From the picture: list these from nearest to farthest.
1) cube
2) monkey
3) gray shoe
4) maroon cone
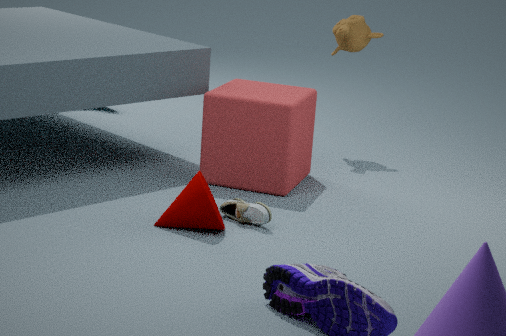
1. 4. maroon cone
2. 3. gray shoe
3. 1. cube
4. 2. monkey
